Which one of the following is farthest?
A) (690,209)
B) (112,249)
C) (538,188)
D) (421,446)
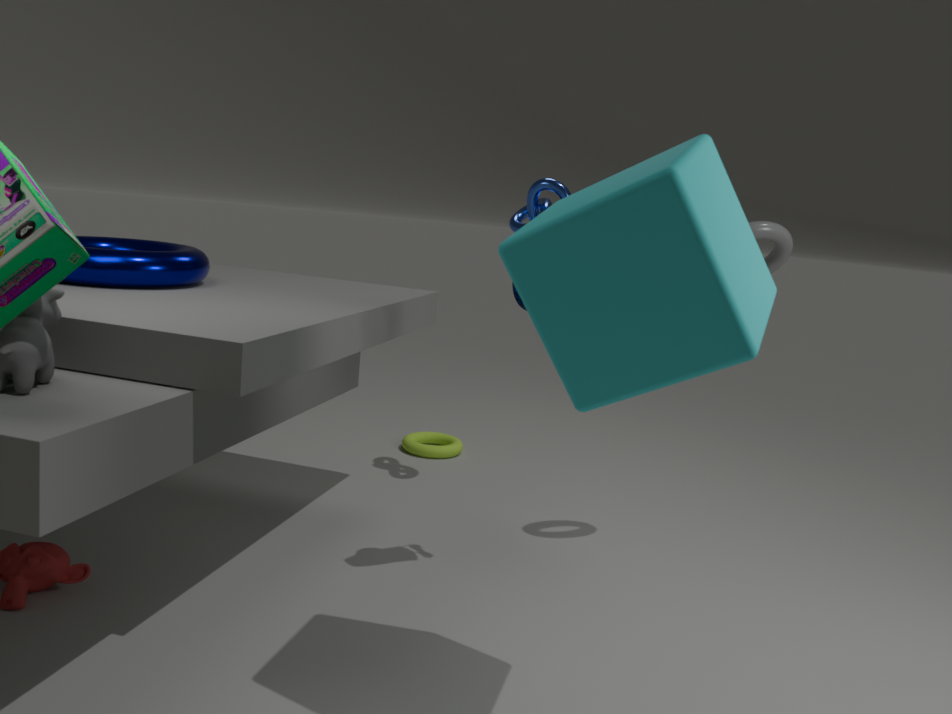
(421,446)
